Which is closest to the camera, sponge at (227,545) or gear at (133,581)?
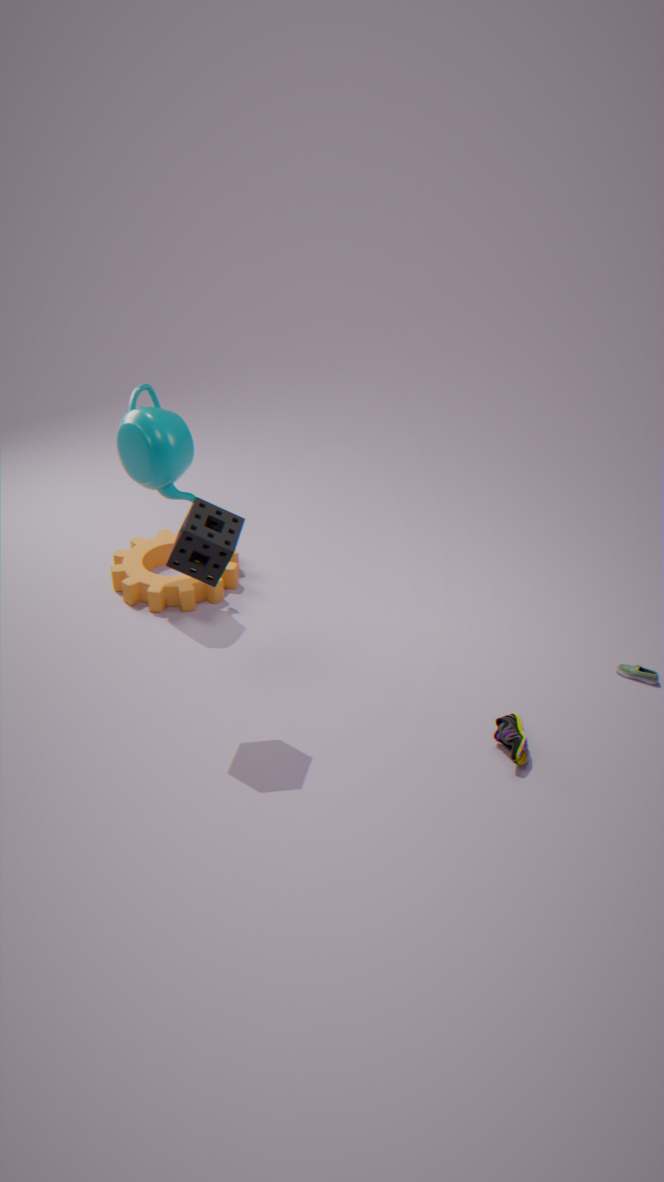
sponge at (227,545)
